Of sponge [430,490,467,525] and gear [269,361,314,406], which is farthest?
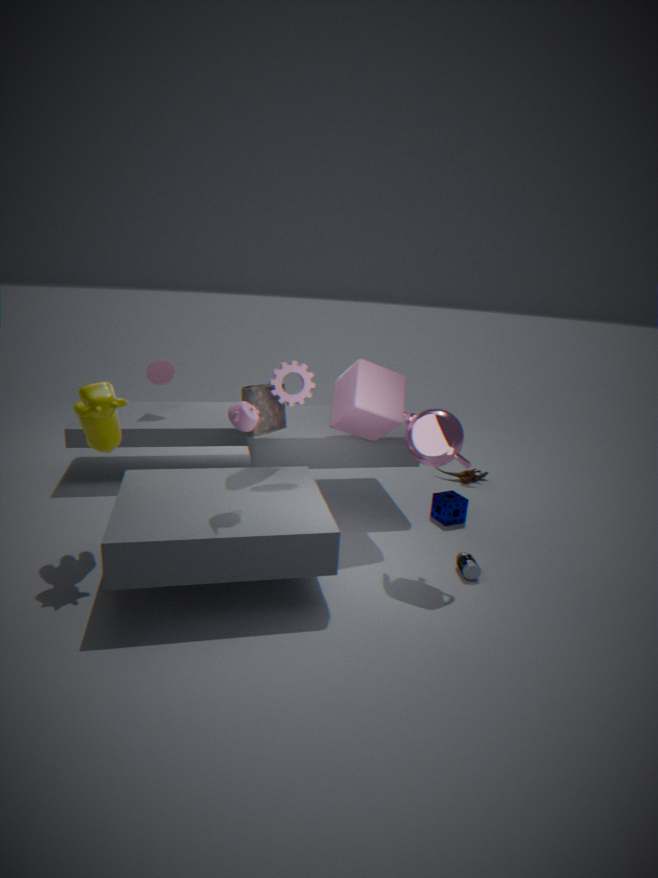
sponge [430,490,467,525]
